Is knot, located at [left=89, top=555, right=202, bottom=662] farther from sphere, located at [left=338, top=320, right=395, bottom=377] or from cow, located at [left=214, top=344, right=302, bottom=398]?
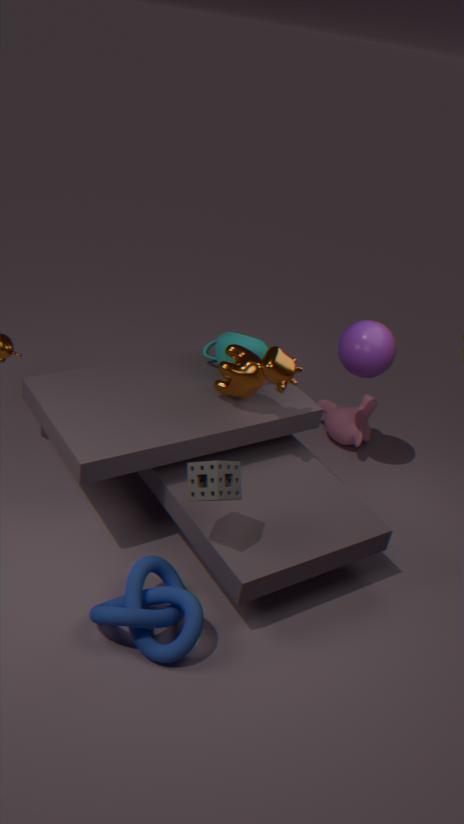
sphere, located at [left=338, top=320, right=395, bottom=377]
